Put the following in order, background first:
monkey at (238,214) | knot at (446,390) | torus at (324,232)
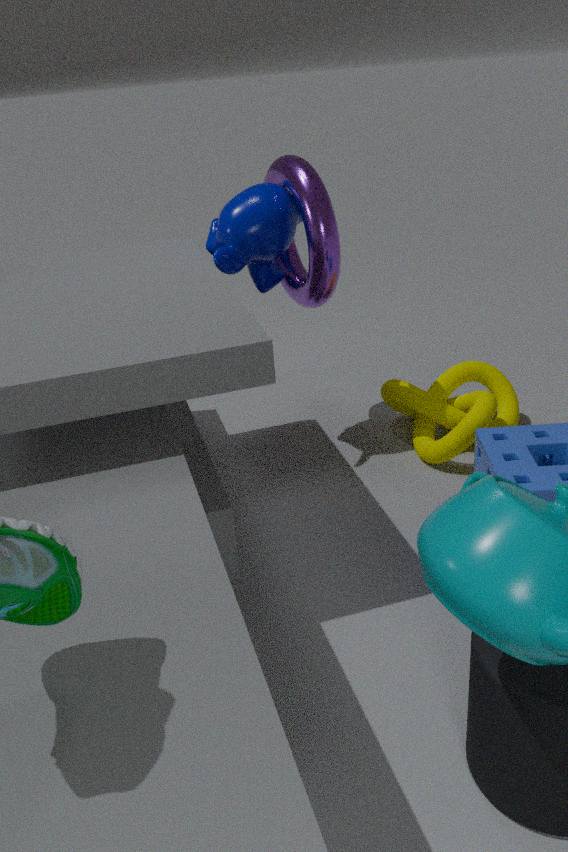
knot at (446,390), monkey at (238,214), torus at (324,232)
